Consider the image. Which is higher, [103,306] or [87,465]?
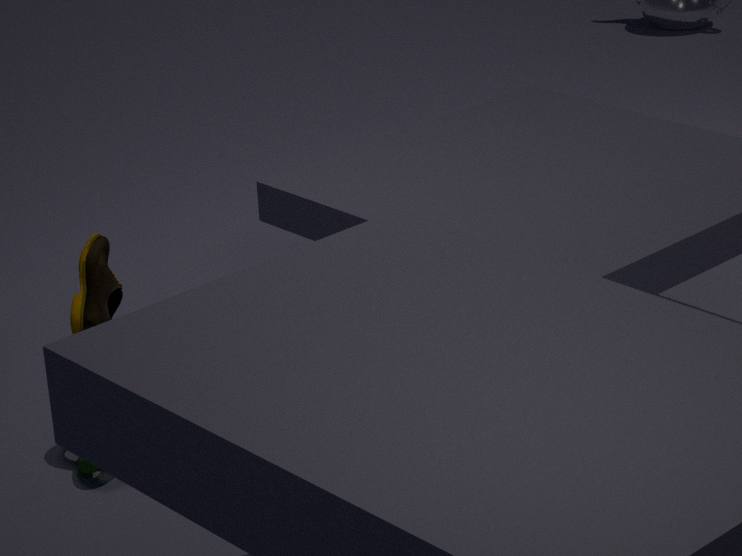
[103,306]
